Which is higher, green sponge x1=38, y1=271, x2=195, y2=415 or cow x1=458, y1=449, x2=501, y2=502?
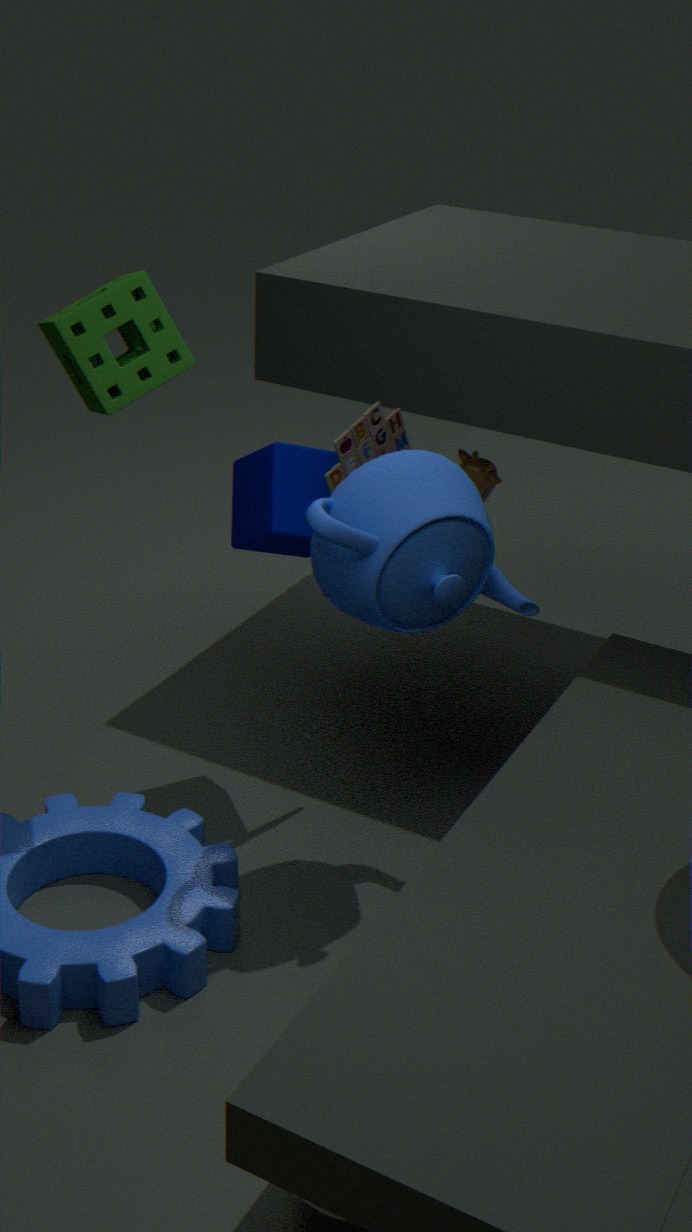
green sponge x1=38, y1=271, x2=195, y2=415
